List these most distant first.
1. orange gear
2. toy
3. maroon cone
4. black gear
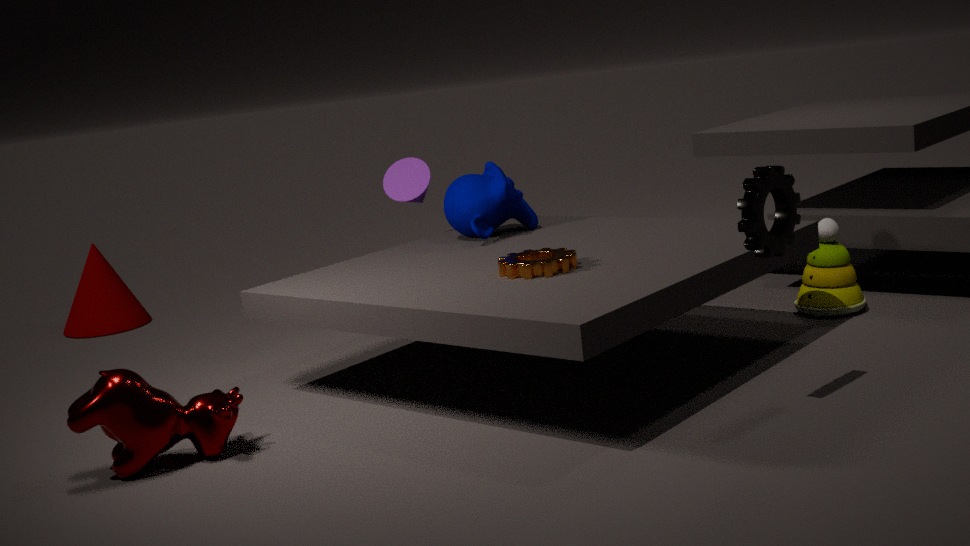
maroon cone, toy, orange gear, black gear
